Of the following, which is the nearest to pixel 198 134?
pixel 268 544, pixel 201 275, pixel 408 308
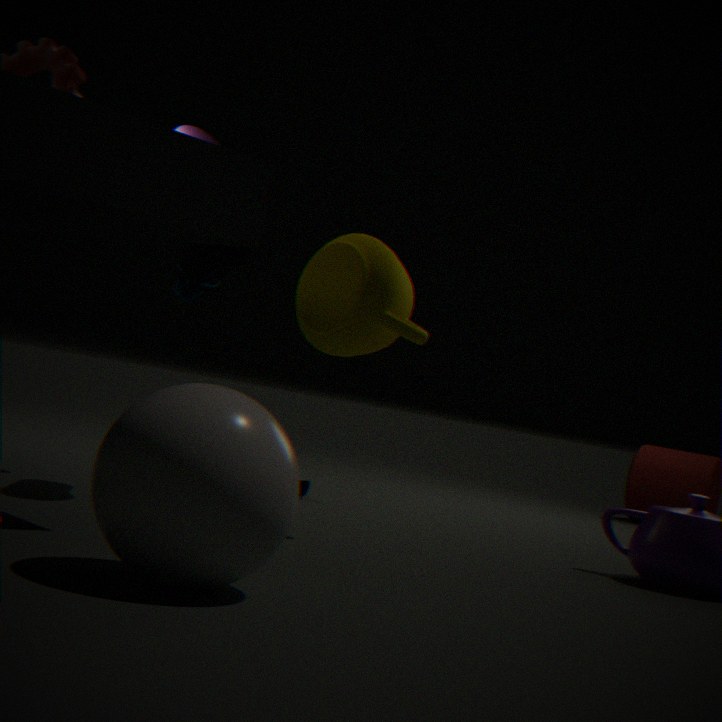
pixel 201 275
